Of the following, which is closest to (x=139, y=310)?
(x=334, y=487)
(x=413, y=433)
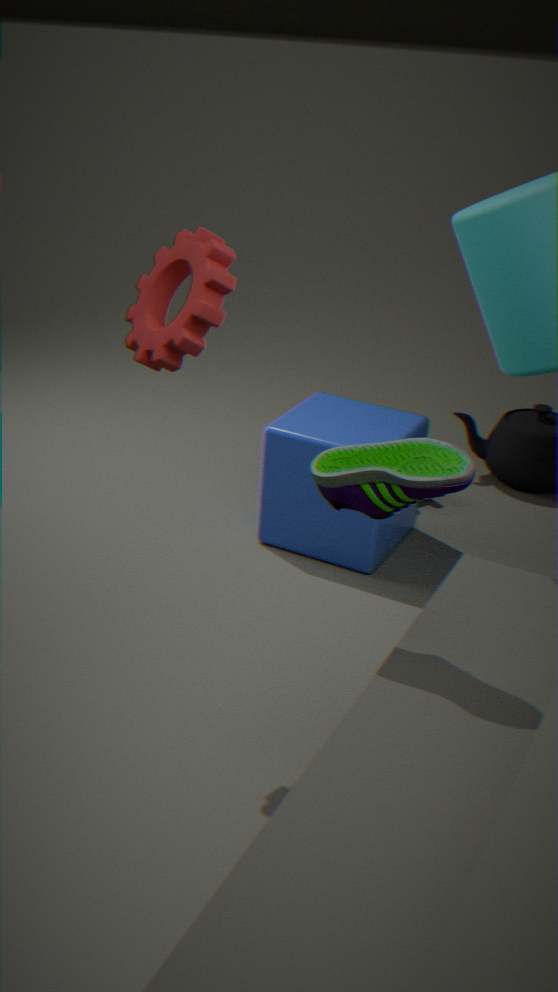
(x=334, y=487)
